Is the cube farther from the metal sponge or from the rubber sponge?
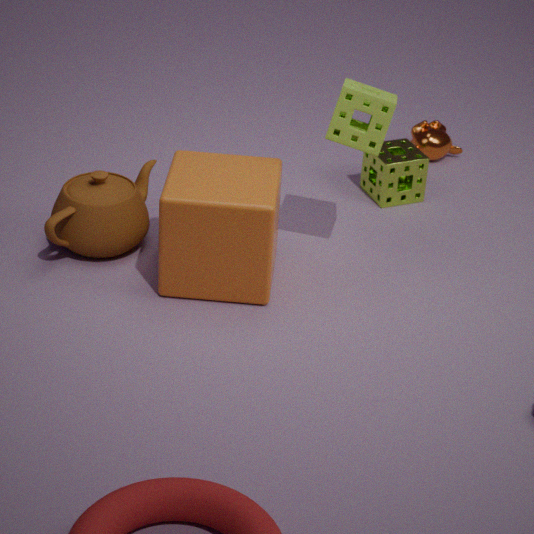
the metal sponge
